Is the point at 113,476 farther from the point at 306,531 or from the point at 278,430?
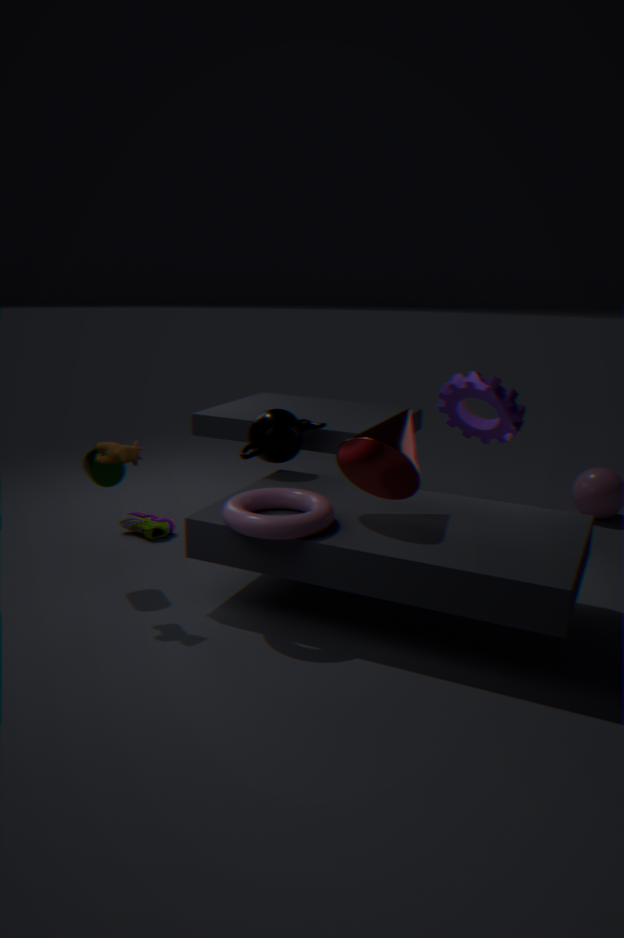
the point at 278,430
